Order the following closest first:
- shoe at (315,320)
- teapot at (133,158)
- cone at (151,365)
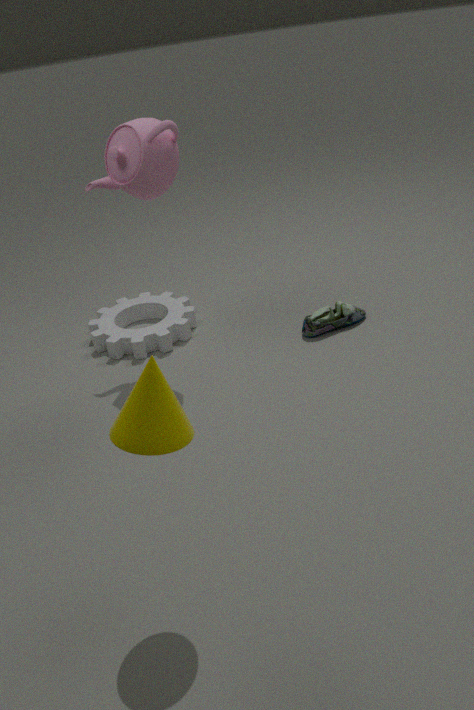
cone at (151,365), teapot at (133,158), shoe at (315,320)
